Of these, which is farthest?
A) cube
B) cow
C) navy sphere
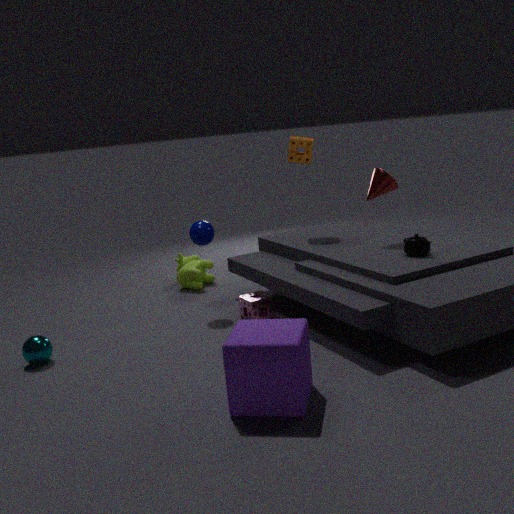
cow
